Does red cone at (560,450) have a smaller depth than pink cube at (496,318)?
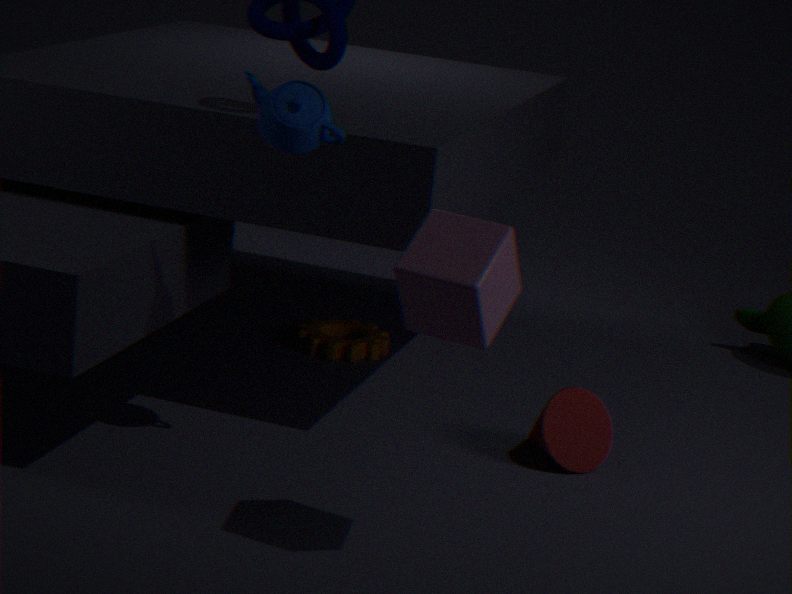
No
